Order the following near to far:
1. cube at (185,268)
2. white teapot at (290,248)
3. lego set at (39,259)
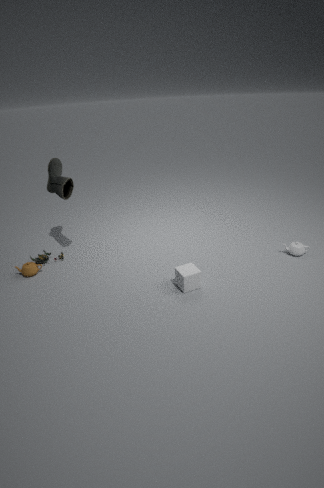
cube at (185,268)
white teapot at (290,248)
lego set at (39,259)
